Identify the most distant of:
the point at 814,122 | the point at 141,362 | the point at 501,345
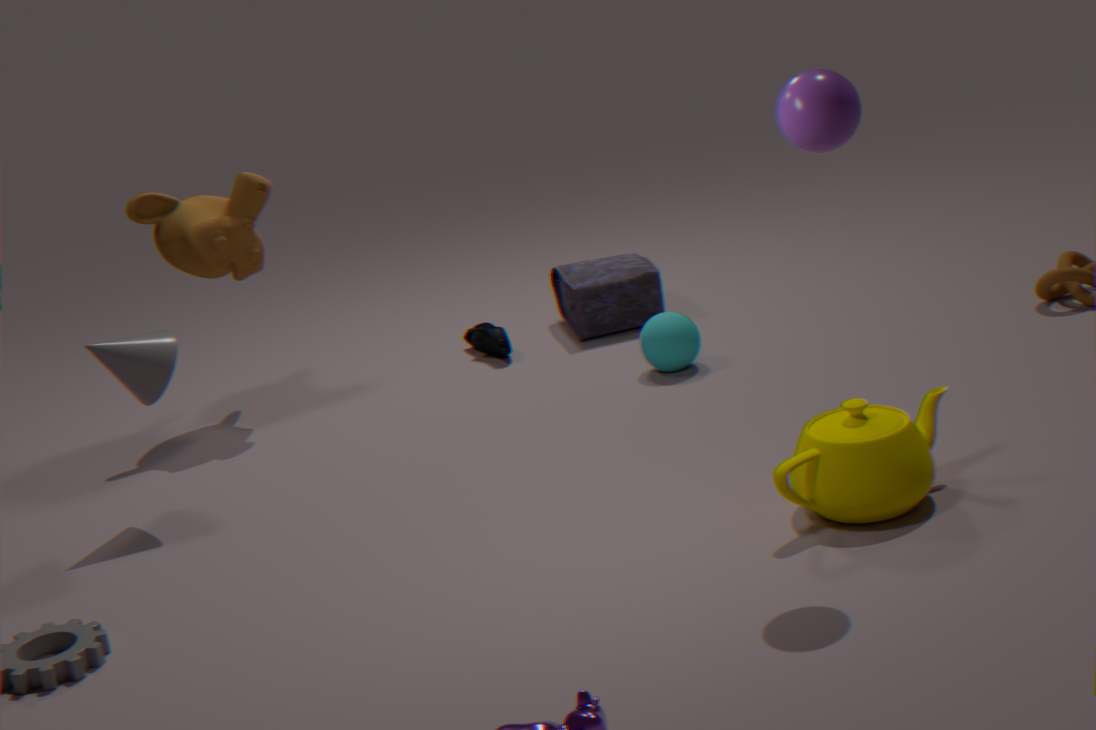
the point at 501,345
